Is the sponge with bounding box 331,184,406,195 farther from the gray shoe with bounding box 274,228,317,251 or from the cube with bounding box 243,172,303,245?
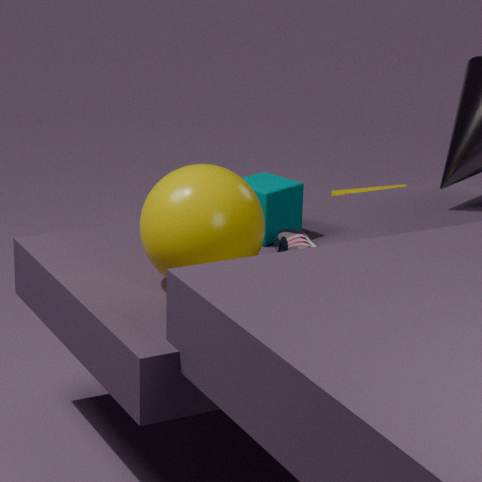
the gray shoe with bounding box 274,228,317,251
